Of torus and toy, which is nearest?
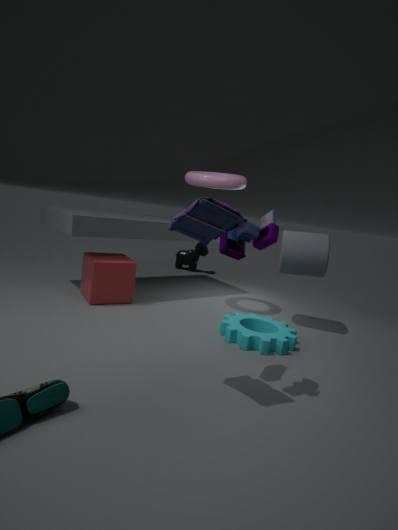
toy
